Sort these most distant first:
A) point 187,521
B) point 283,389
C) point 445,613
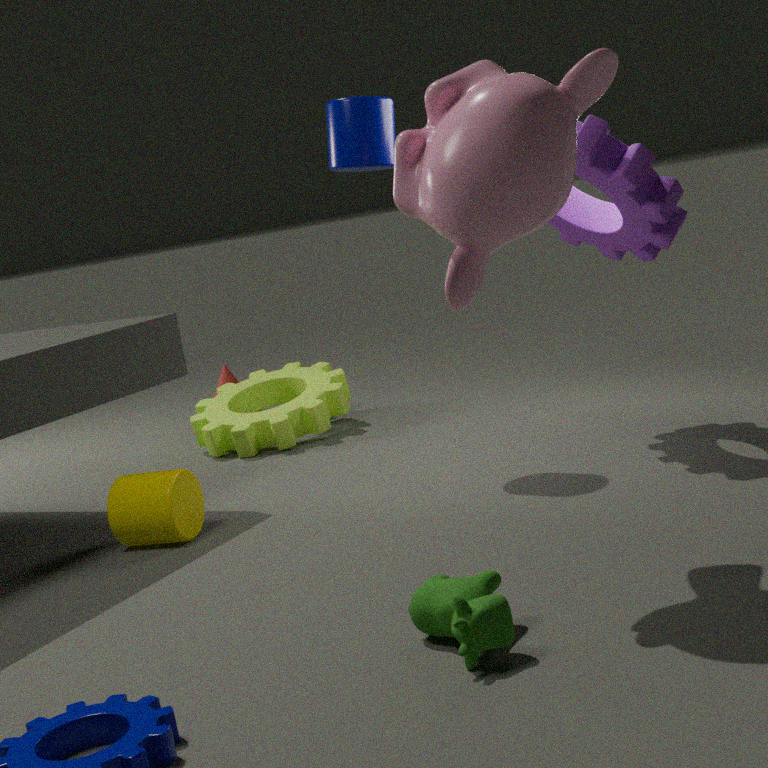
point 283,389 < point 187,521 < point 445,613
